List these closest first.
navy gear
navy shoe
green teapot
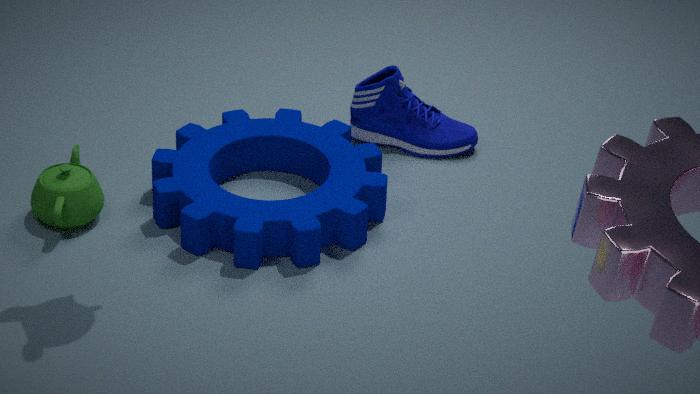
navy gear < green teapot < navy shoe
